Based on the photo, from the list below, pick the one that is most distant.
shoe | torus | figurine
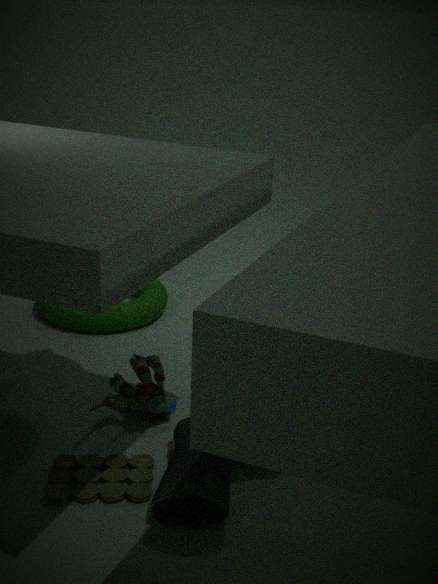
torus
